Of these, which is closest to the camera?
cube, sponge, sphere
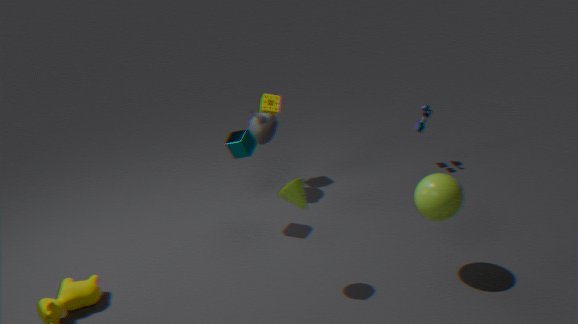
sphere
